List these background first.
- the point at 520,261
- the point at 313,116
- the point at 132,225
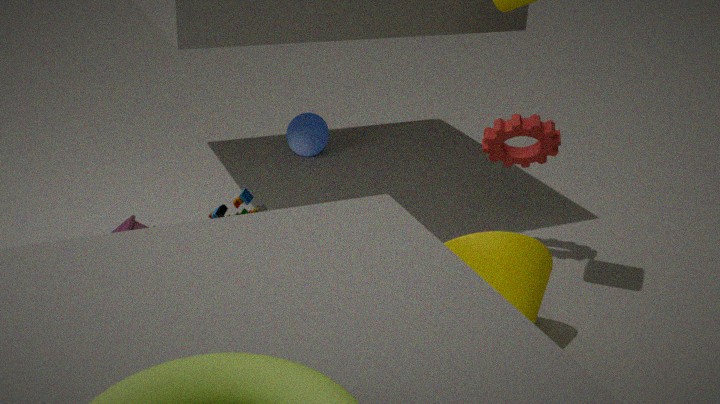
the point at 313,116 → the point at 132,225 → the point at 520,261
